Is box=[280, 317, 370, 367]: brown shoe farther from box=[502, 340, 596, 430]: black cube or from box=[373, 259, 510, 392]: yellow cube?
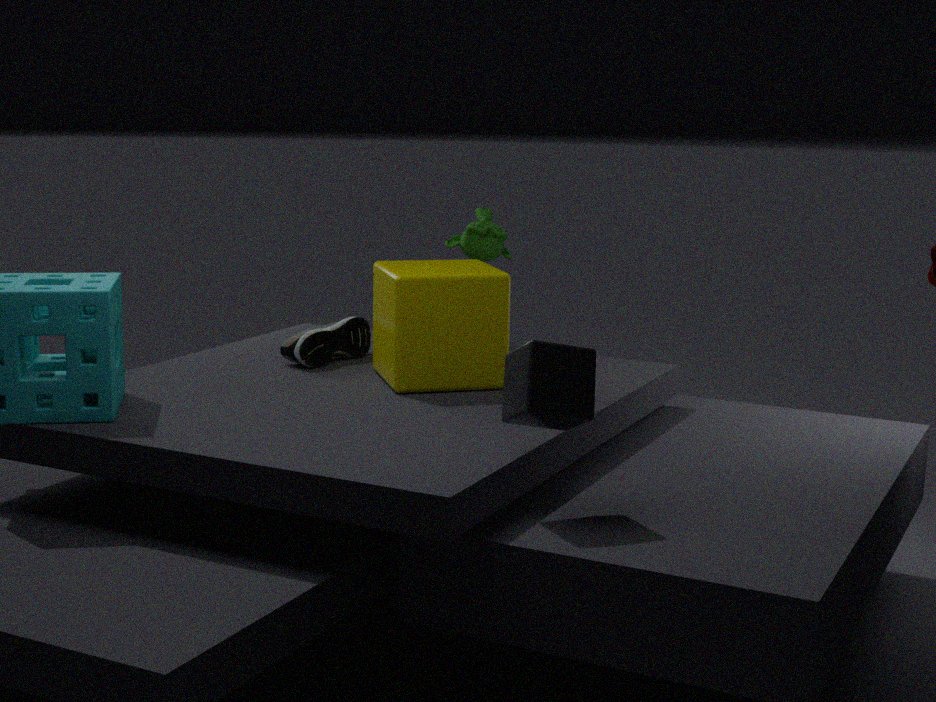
box=[502, 340, 596, 430]: black cube
